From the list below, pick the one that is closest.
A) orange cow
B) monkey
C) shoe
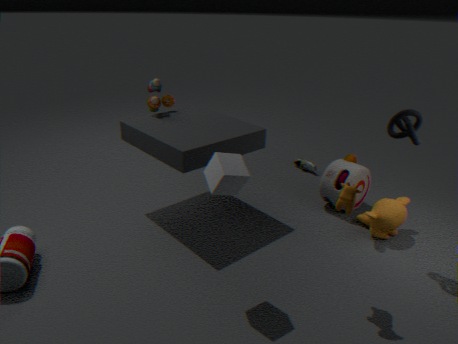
orange cow
